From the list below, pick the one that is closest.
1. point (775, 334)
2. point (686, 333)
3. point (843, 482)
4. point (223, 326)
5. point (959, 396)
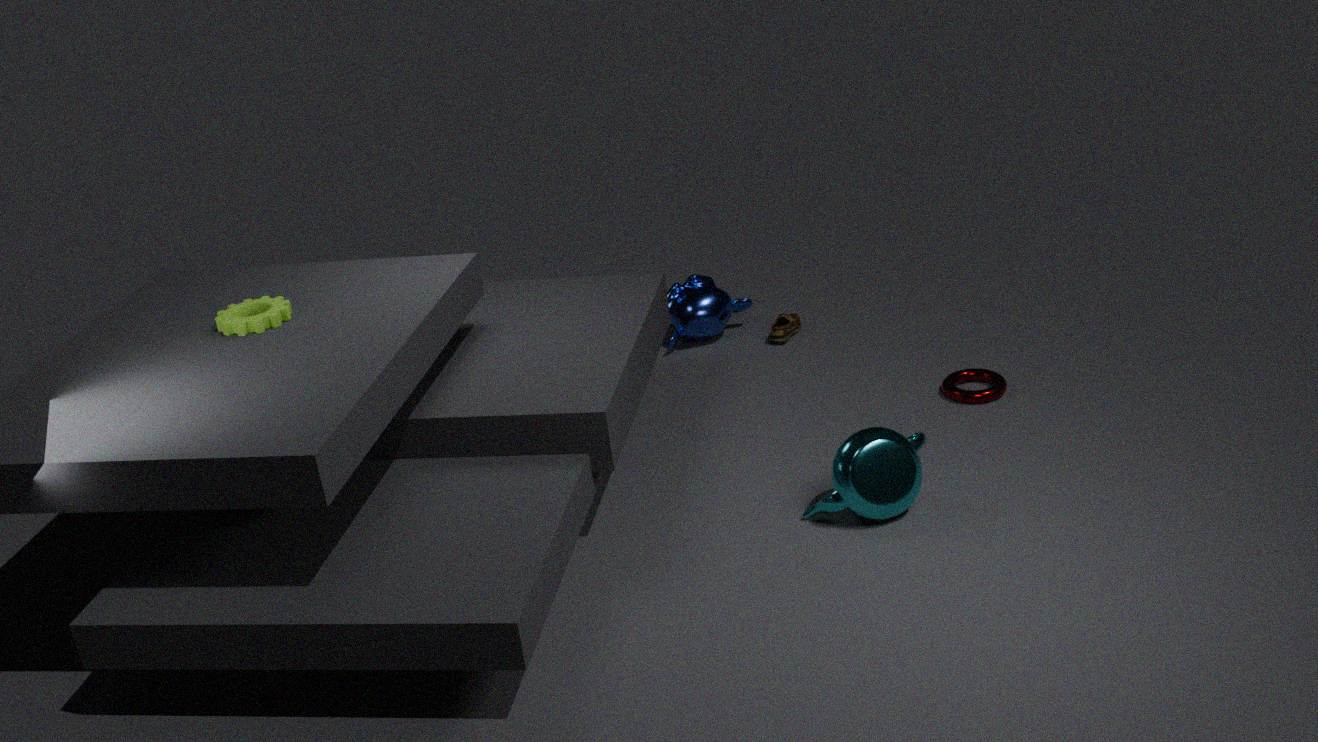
point (843, 482)
